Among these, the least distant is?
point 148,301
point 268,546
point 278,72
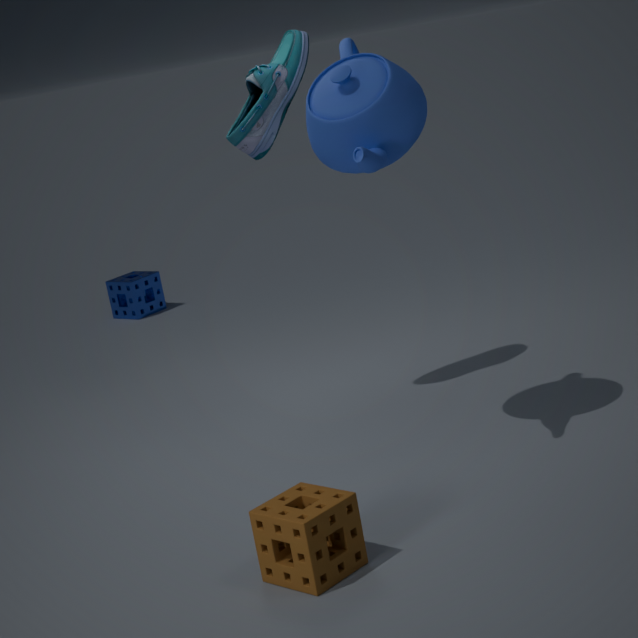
point 268,546
